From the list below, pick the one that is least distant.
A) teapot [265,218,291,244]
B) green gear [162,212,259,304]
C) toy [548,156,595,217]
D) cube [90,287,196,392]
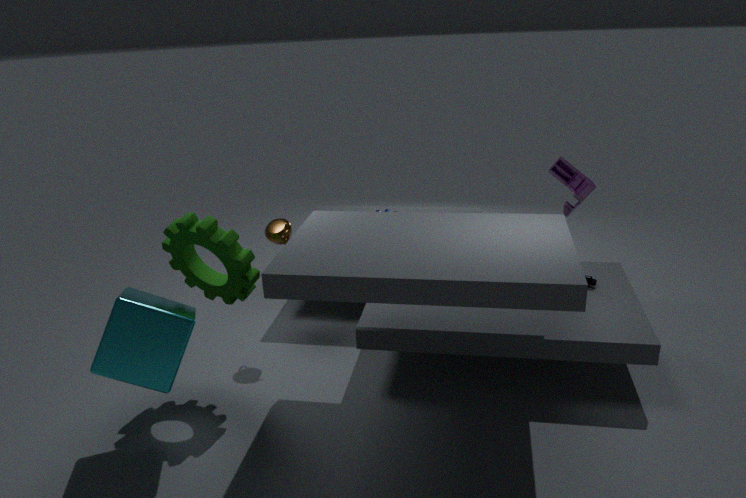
cube [90,287,196,392]
